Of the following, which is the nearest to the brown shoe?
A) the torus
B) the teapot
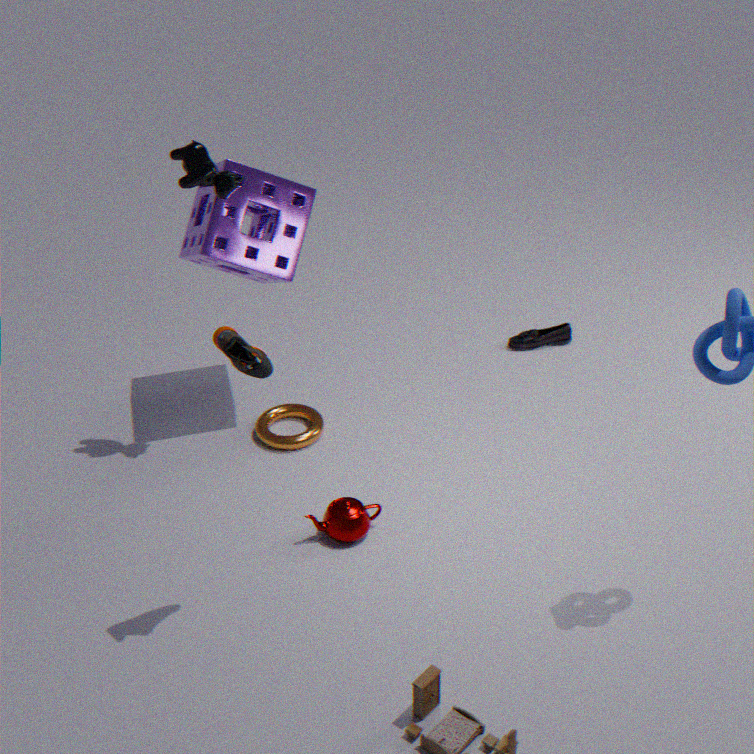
the teapot
